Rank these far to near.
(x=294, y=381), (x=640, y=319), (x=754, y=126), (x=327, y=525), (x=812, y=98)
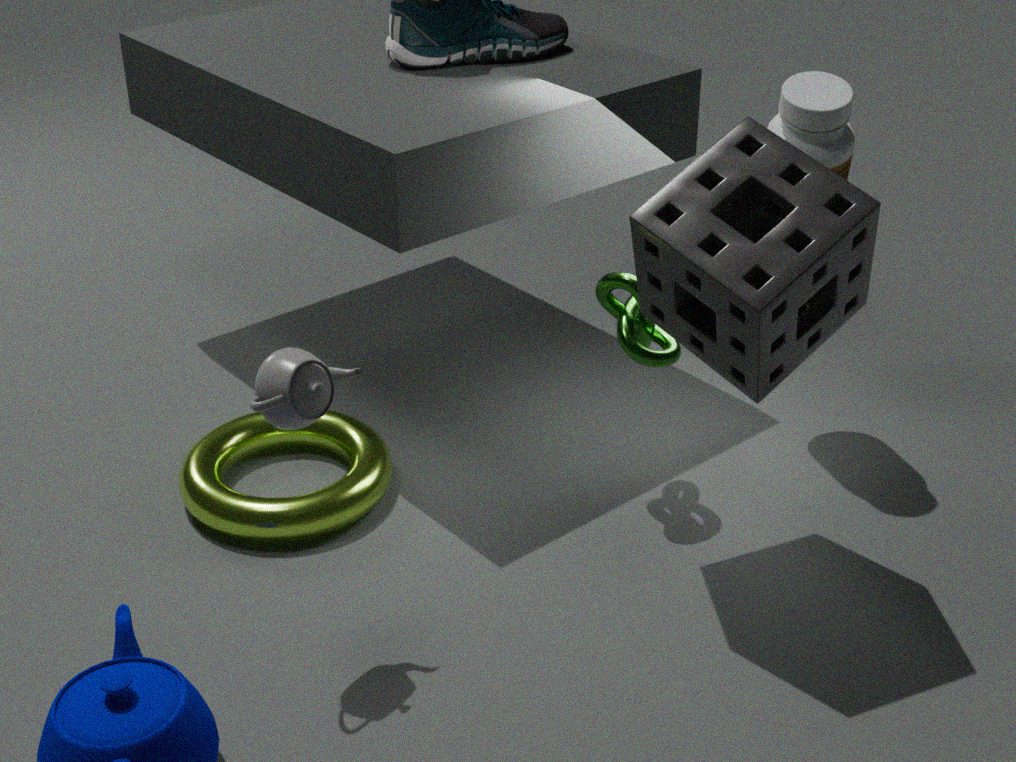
(x=812, y=98) → (x=327, y=525) → (x=640, y=319) → (x=754, y=126) → (x=294, y=381)
